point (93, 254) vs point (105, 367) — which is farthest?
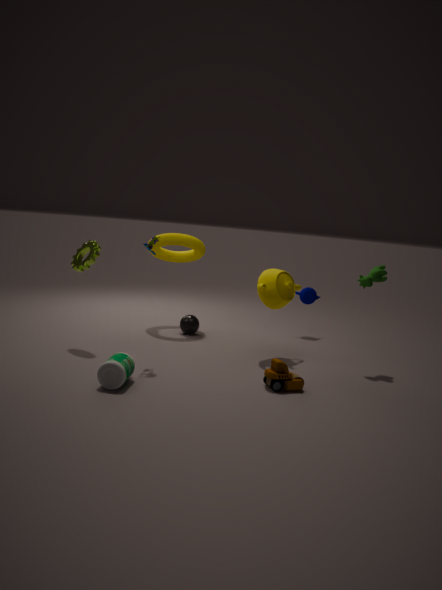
point (93, 254)
